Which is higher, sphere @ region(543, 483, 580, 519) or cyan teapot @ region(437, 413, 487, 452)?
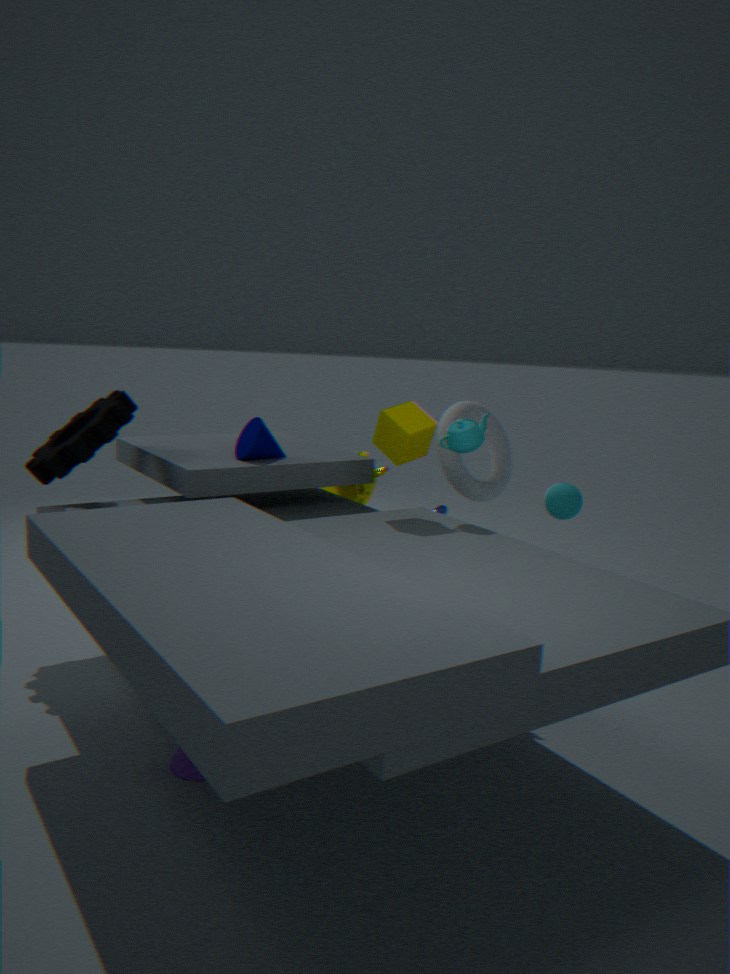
cyan teapot @ region(437, 413, 487, 452)
